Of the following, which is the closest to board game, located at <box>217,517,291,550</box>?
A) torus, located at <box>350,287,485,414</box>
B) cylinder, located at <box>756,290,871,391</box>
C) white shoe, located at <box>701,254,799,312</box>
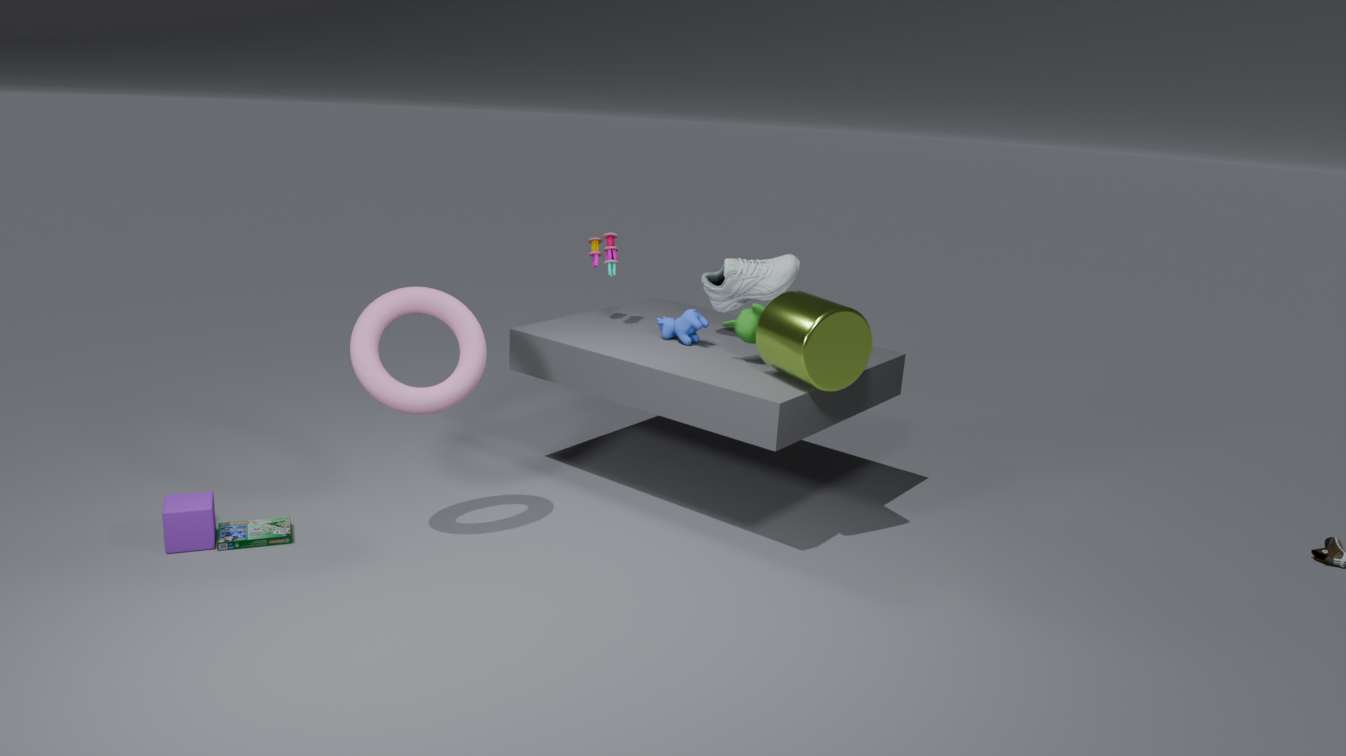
torus, located at <box>350,287,485,414</box>
